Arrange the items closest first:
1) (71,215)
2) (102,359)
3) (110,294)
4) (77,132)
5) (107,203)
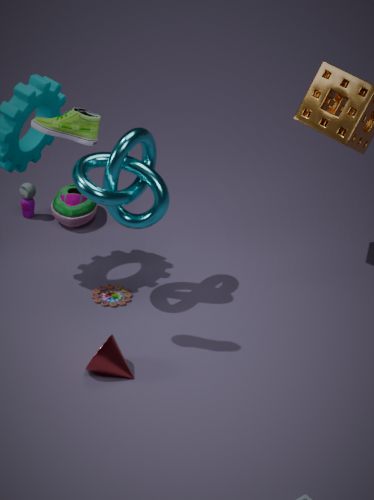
1. 4. (77,132)
2. 2. (102,359)
3. 5. (107,203)
4. 3. (110,294)
5. 1. (71,215)
